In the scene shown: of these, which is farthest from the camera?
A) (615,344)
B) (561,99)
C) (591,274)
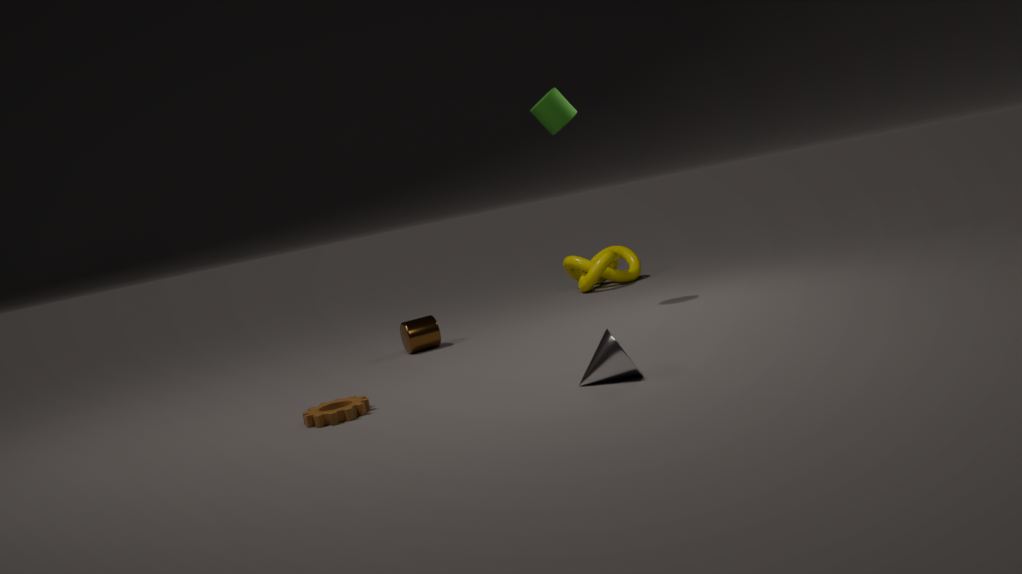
→ (591,274)
